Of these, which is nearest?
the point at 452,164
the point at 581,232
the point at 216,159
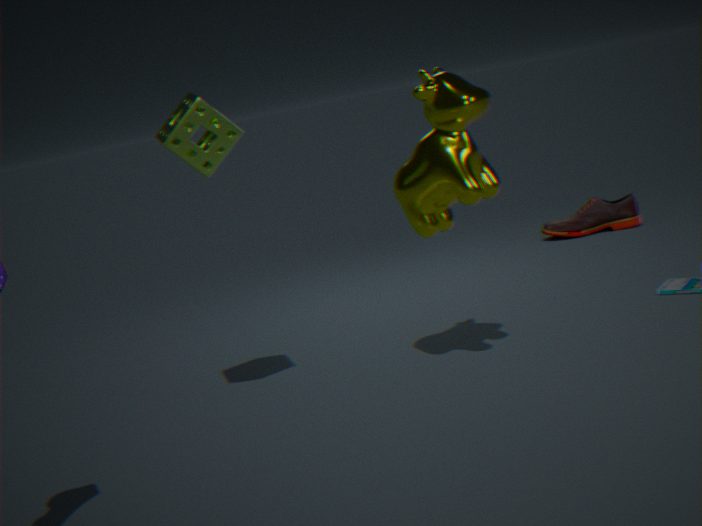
the point at 452,164
